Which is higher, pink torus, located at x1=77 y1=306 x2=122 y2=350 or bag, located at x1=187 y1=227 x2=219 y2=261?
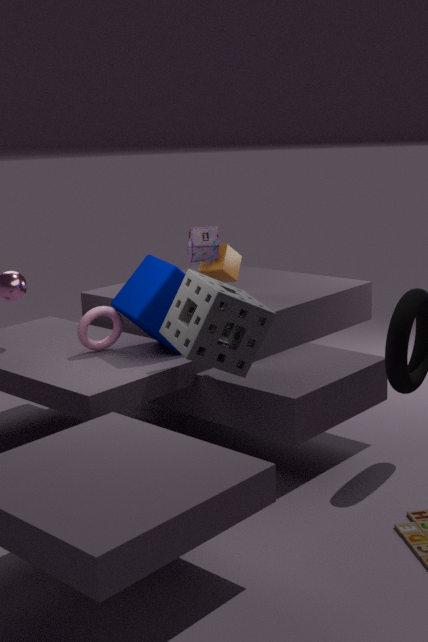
bag, located at x1=187 y1=227 x2=219 y2=261
